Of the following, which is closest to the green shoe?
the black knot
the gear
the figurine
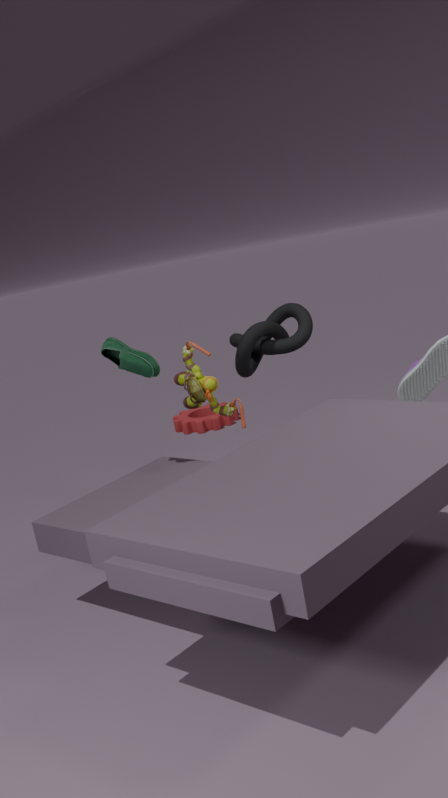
the figurine
